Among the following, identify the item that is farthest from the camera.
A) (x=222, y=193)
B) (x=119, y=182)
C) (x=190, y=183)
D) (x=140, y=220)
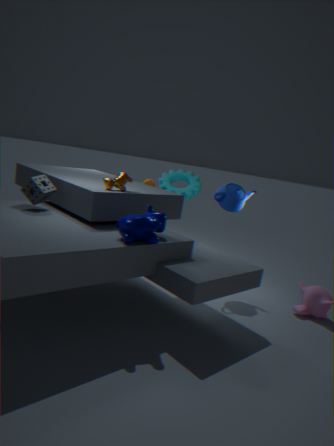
(x=190, y=183)
